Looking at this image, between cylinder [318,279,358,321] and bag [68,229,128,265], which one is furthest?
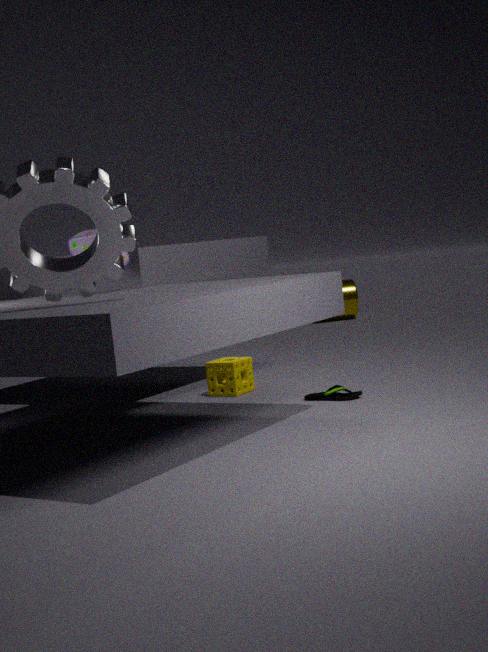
cylinder [318,279,358,321]
